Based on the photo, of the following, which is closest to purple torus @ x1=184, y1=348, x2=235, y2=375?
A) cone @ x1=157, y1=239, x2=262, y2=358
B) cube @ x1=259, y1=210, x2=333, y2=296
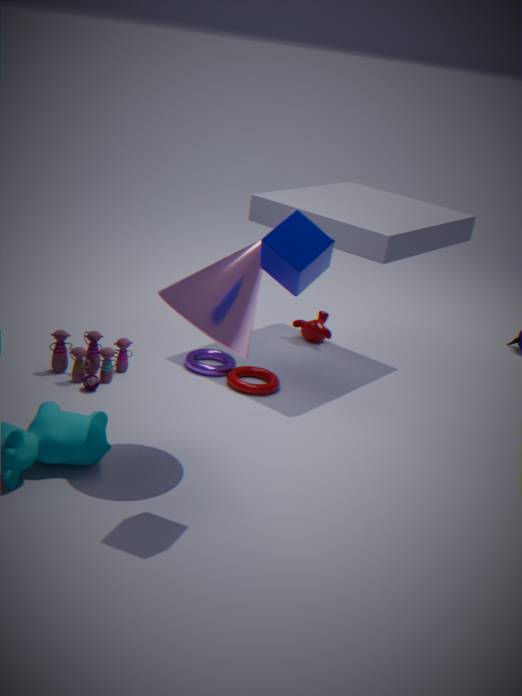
cone @ x1=157, y1=239, x2=262, y2=358
